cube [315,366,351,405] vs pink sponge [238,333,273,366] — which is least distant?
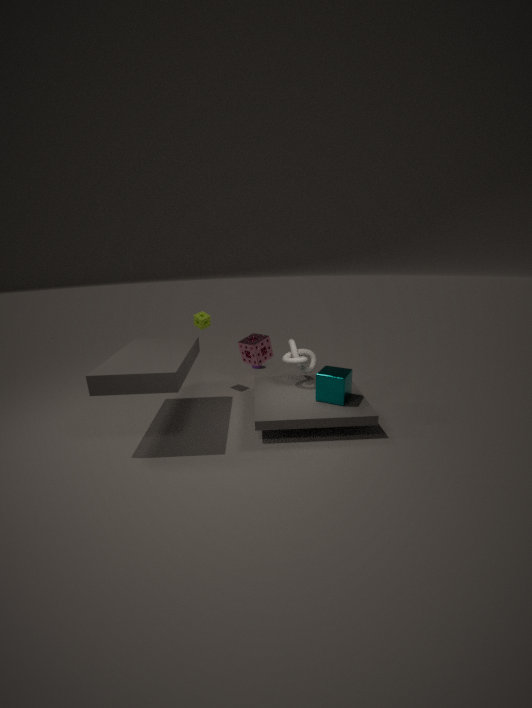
cube [315,366,351,405]
